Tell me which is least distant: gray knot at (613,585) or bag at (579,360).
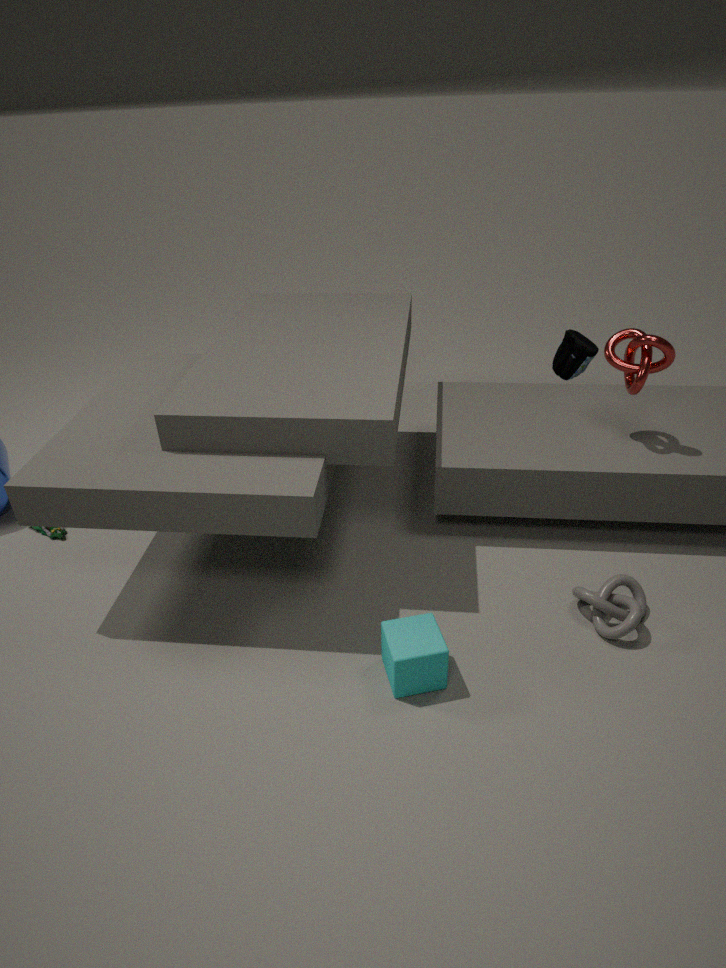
gray knot at (613,585)
